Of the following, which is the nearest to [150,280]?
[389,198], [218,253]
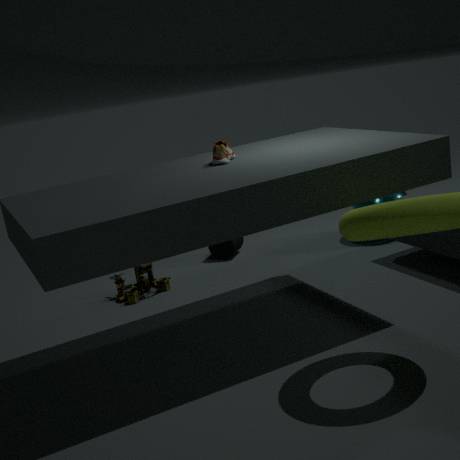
[218,253]
